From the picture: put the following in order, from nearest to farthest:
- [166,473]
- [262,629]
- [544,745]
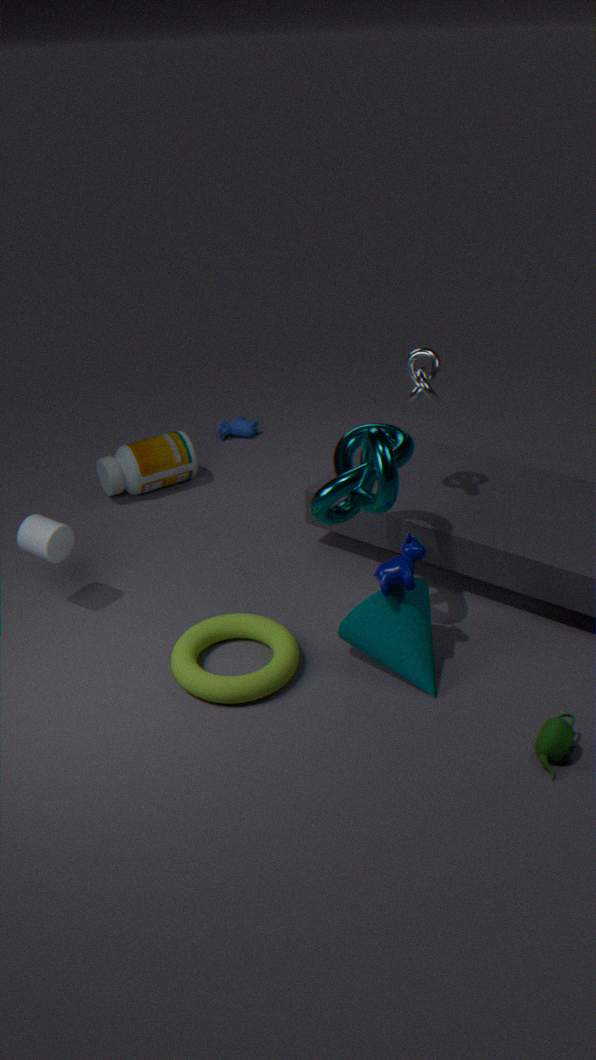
1. [544,745]
2. [262,629]
3. [166,473]
